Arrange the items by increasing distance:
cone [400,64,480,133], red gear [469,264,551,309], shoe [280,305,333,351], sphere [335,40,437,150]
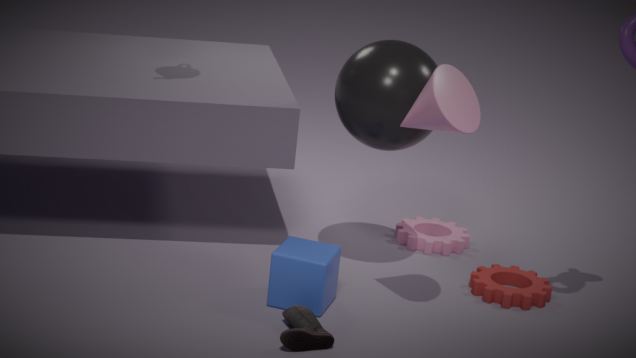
cone [400,64,480,133] < shoe [280,305,333,351] < sphere [335,40,437,150] < red gear [469,264,551,309]
